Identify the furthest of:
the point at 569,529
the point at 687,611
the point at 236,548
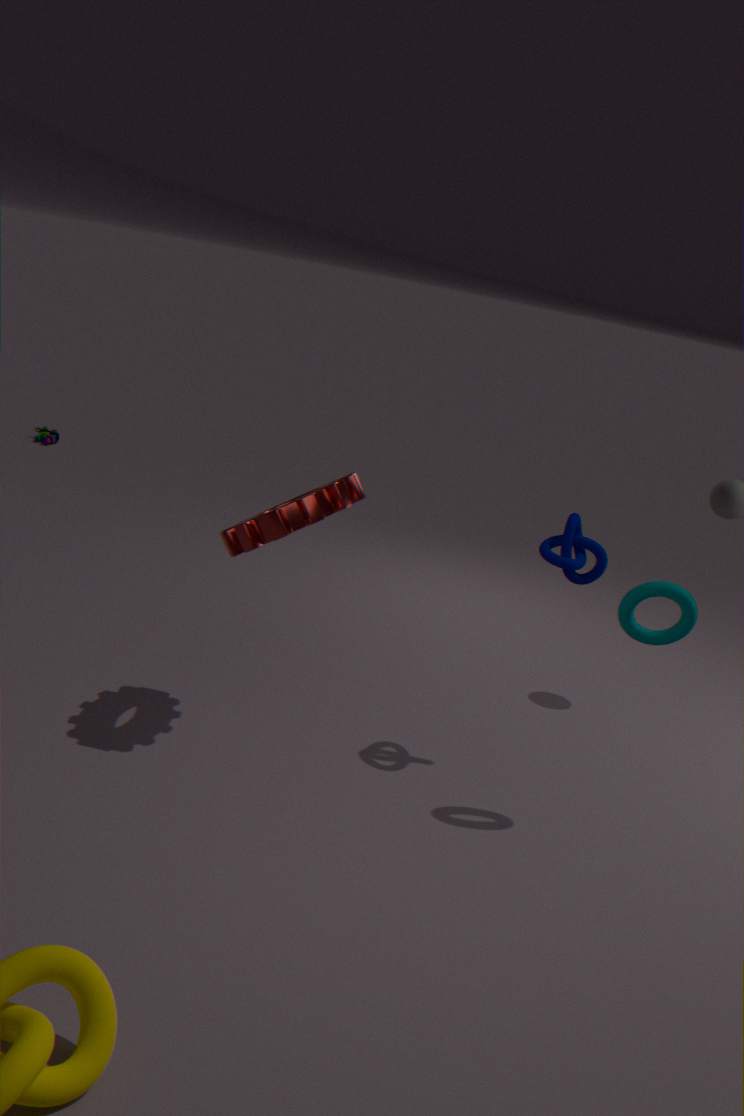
the point at 569,529
